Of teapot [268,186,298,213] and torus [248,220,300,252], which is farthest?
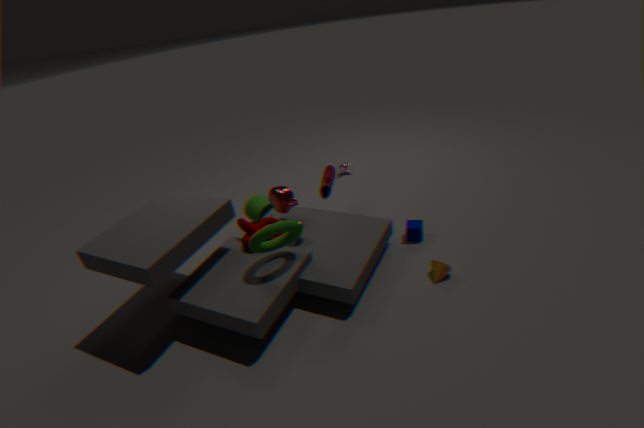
teapot [268,186,298,213]
